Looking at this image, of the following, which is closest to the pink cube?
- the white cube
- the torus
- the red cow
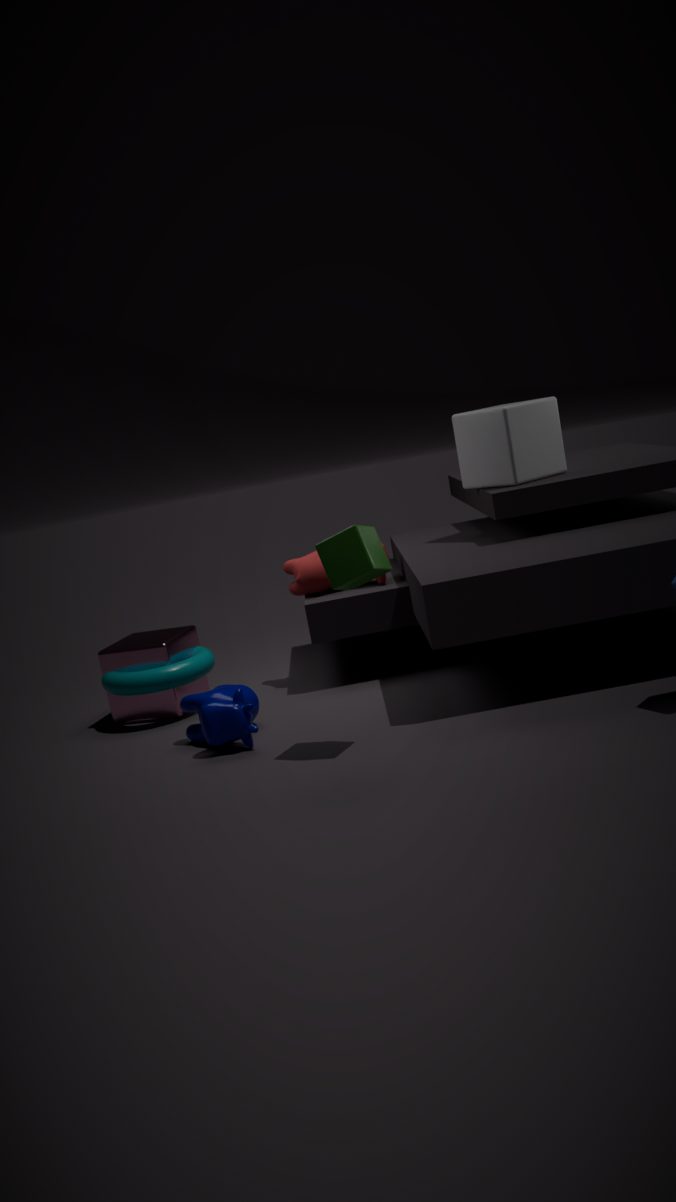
the torus
